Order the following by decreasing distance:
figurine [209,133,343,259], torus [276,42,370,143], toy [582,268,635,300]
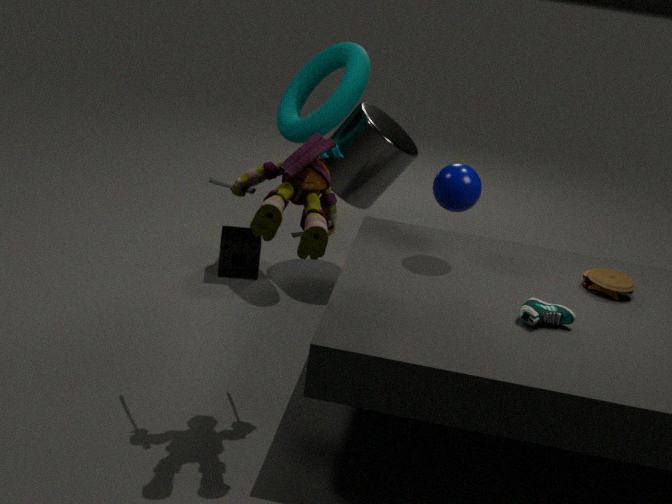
torus [276,42,370,143] → toy [582,268,635,300] → figurine [209,133,343,259]
